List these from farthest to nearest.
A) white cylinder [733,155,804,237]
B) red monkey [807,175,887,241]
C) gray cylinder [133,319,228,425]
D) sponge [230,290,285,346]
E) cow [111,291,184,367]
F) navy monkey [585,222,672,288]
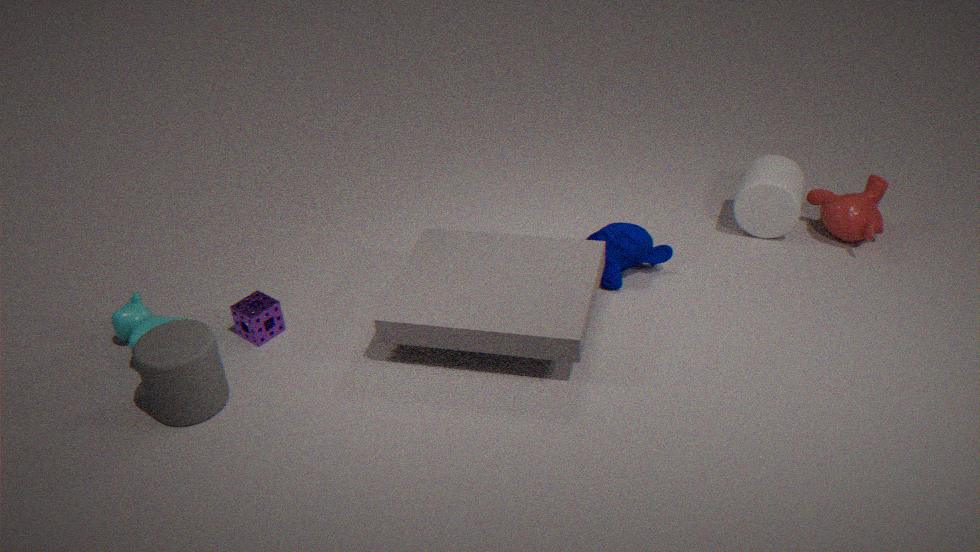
white cylinder [733,155,804,237], red monkey [807,175,887,241], navy monkey [585,222,672,288], sponge [230,290,285,346], cow [111,291,184,367], gray cylinder [133,319,228,425]
